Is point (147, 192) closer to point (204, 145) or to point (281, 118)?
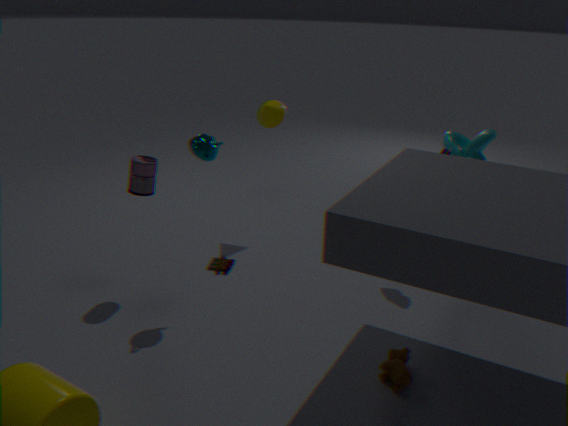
point (204, 145)
